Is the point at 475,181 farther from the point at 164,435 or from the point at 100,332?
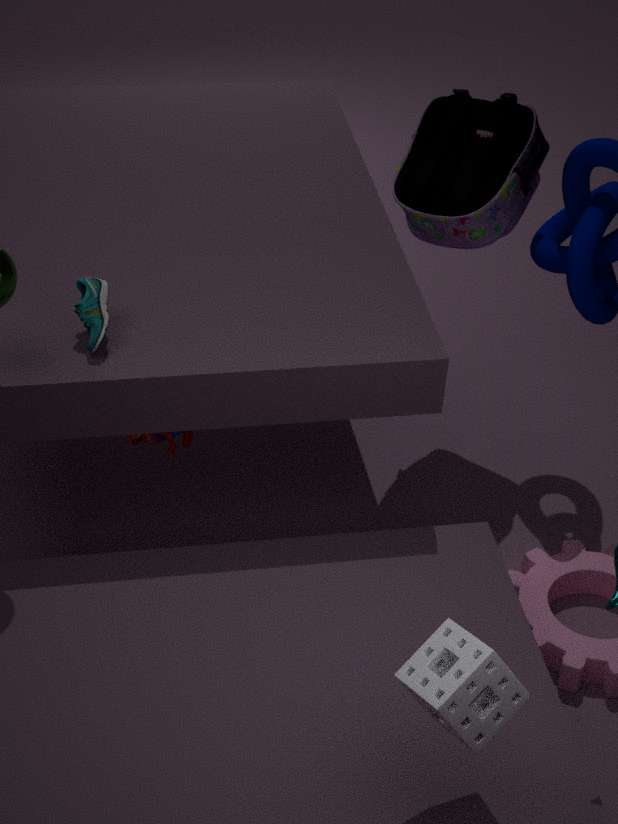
the point at 100,332
